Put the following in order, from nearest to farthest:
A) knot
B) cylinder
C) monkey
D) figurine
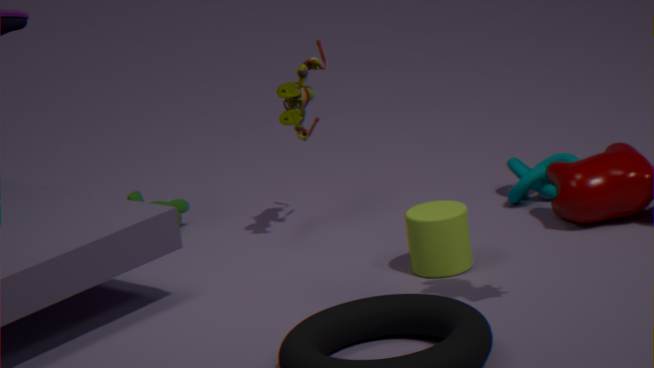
cylinder → figurine → knot → monkey
